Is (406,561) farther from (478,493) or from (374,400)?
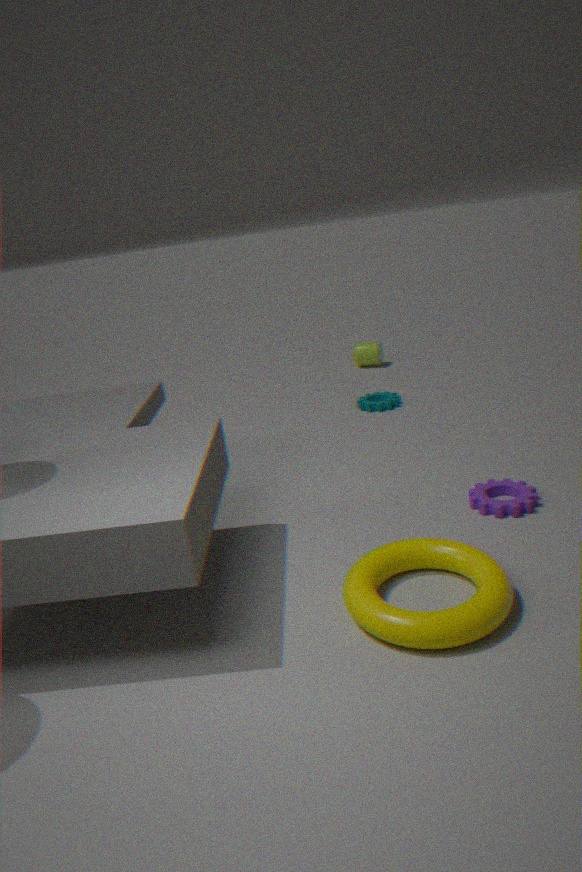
(374,400)
